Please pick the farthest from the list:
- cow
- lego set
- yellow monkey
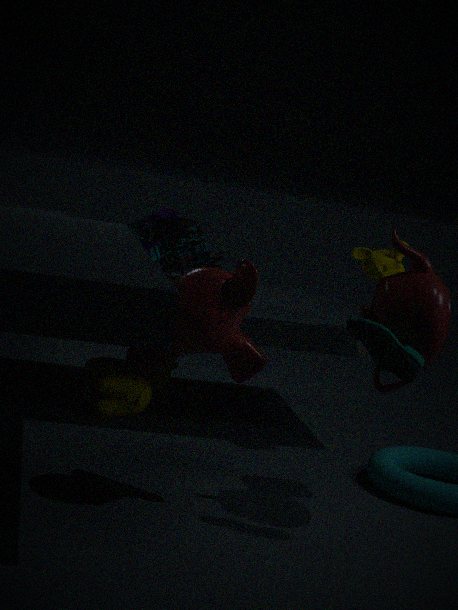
lego set
